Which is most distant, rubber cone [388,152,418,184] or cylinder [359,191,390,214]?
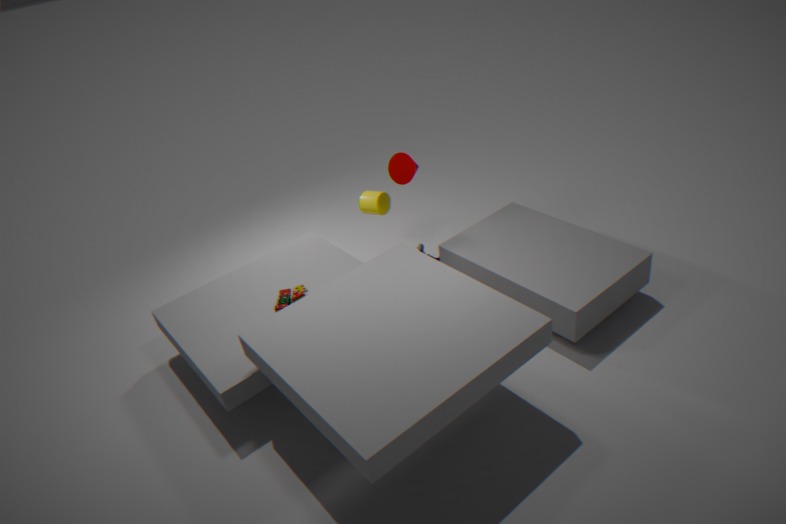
cylinder [359,191,390,214]
